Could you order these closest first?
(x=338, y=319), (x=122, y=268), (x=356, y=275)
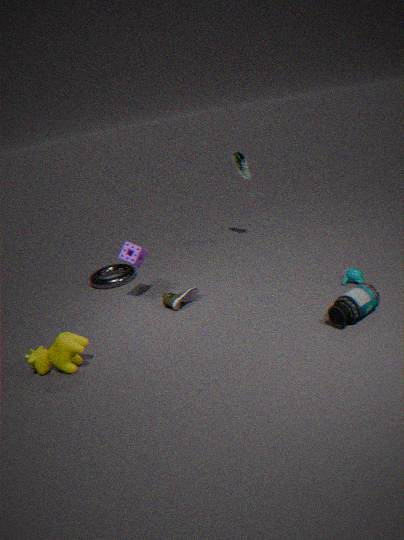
(x=338, y=319) → (x=356, y=275) → (x=122, y=268)
